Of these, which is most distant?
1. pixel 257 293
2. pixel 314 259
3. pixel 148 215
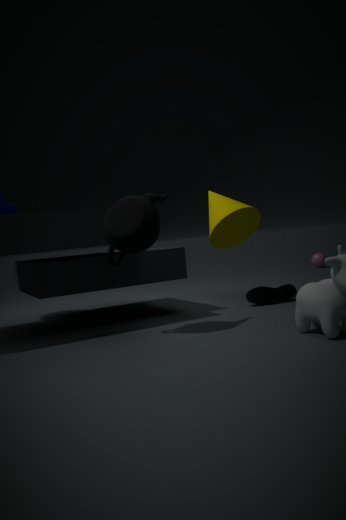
pixel 314 259
